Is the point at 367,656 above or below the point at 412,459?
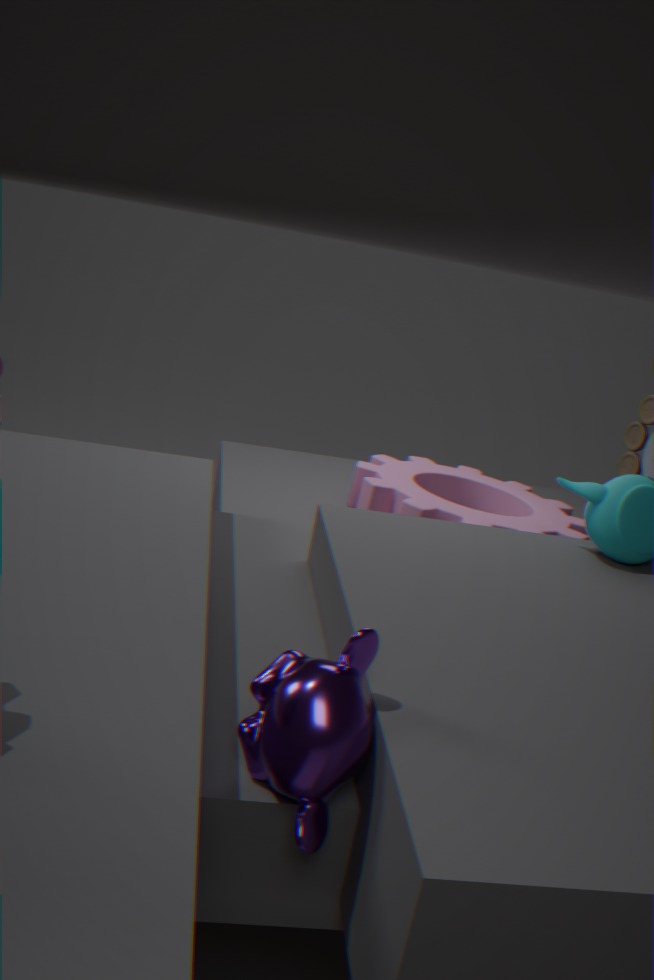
above
